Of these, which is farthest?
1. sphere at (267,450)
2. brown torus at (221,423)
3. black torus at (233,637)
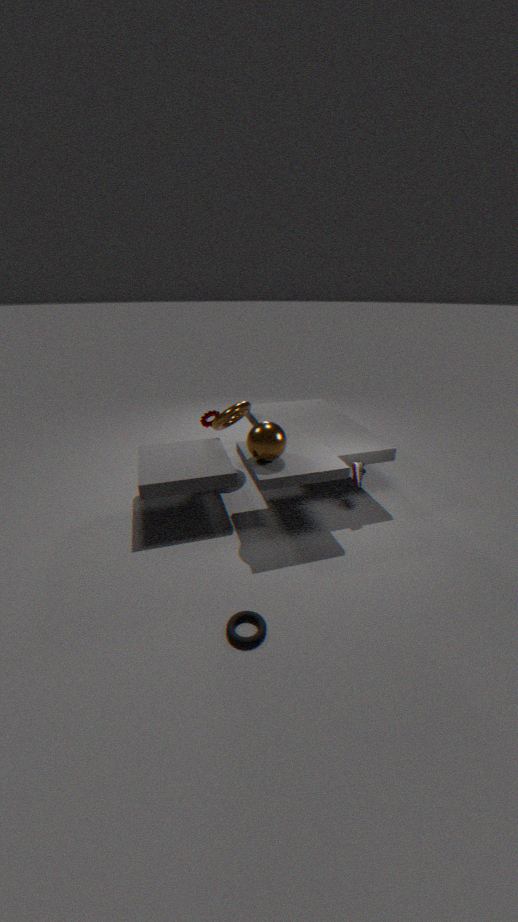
brown torus at (221,423)
